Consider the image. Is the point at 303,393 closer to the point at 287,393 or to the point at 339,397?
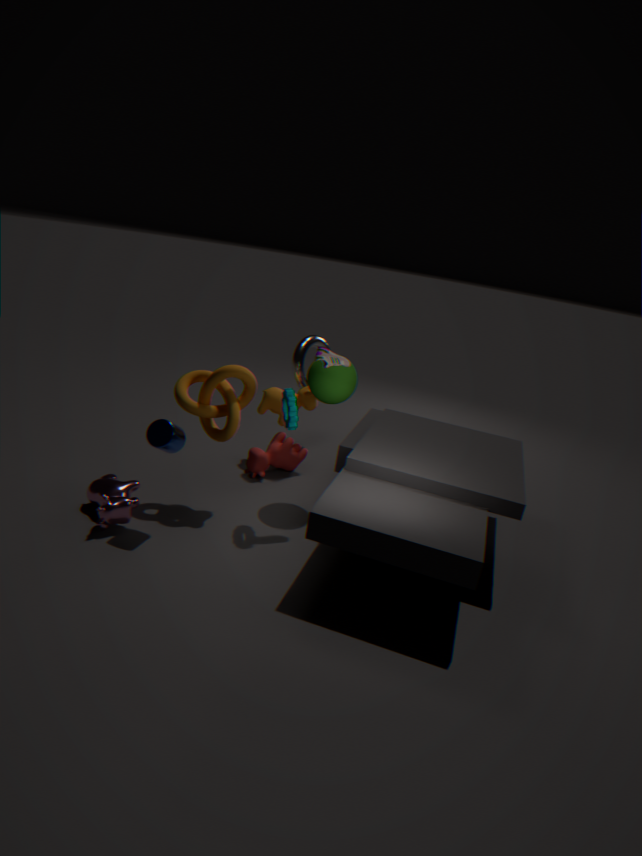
the point at 339,397
